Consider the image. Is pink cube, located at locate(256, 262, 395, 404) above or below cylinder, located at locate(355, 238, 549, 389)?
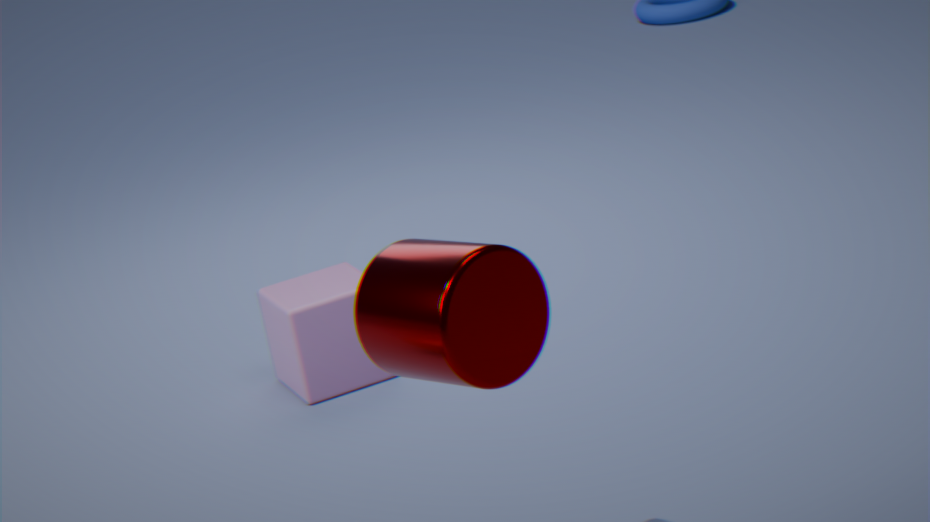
below
